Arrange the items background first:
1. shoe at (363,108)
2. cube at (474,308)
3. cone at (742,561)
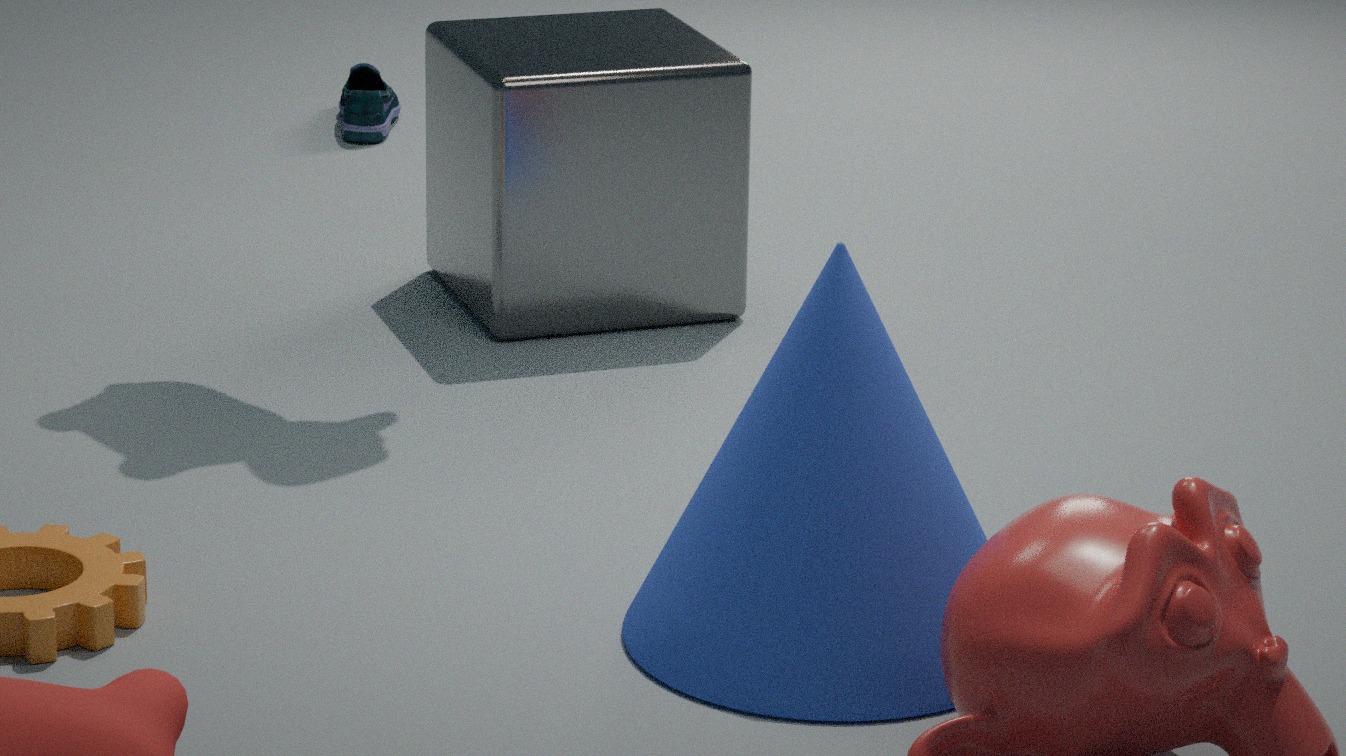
1. shoe at (363,108)
2. cube at (474,308)
3. cone at (742,561)
